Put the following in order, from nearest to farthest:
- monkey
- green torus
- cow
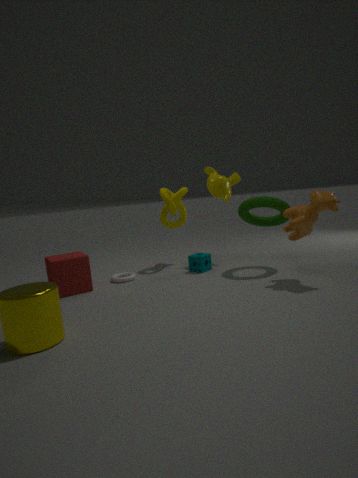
cow
green torus
monkey
